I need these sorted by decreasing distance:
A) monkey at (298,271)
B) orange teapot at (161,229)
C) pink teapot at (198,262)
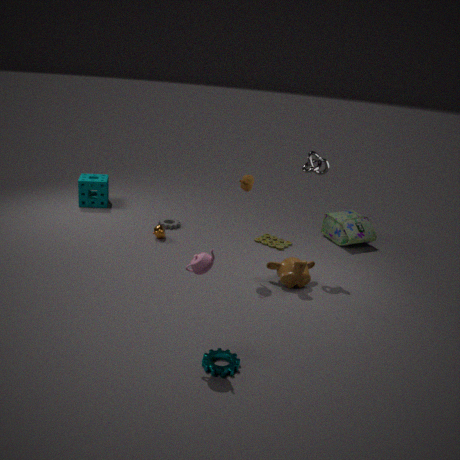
orange teapot at (161,229)
monkey at (298,271)
pink teapot at (198,262)
